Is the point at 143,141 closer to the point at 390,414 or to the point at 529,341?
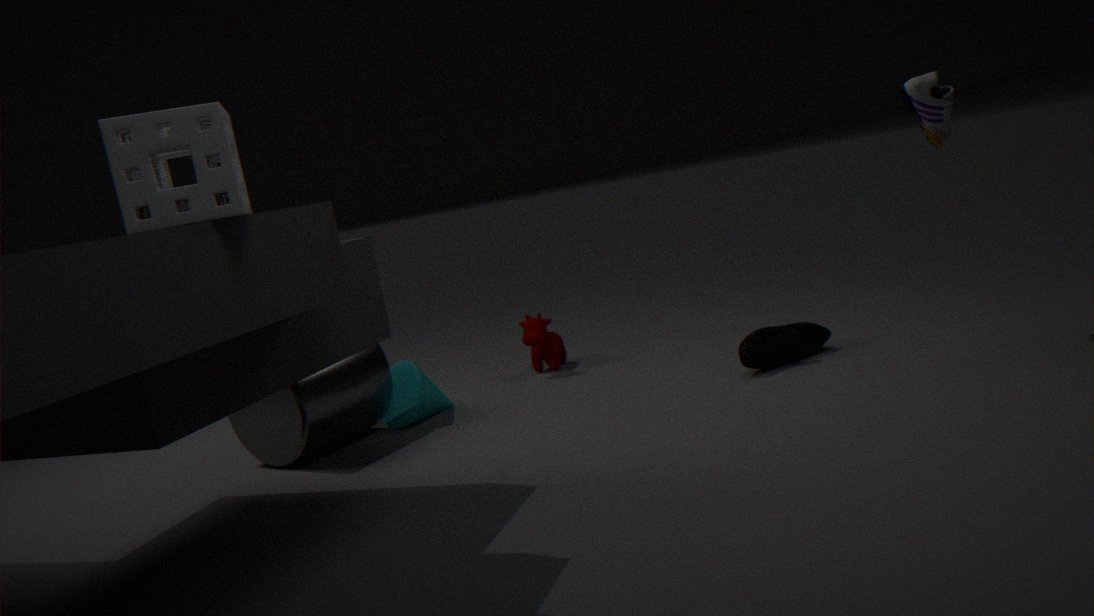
the point at 390,414
